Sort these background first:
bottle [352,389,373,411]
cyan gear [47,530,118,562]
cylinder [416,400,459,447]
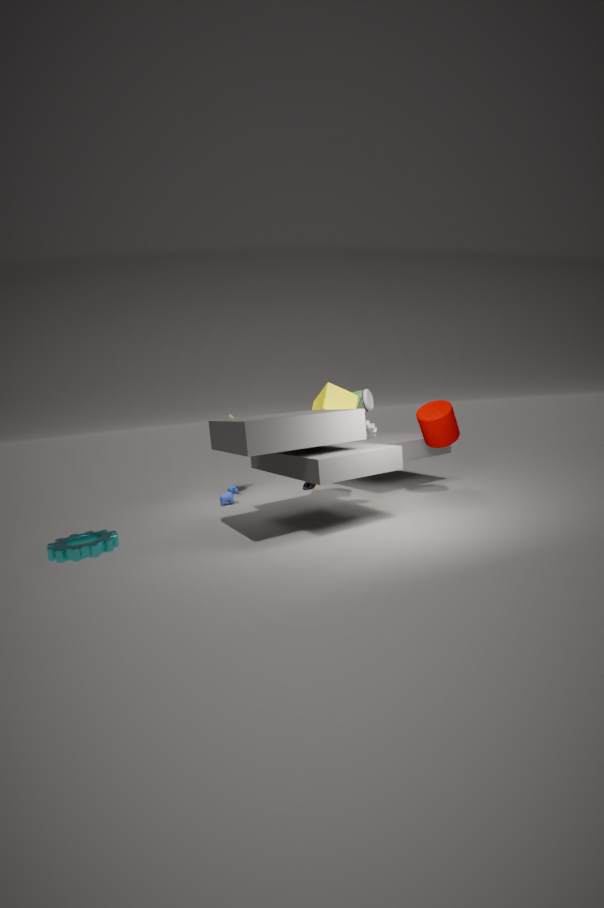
bottle [352,389,373,411], cylinder [416,400,459,447], cyan gear [47,530,118,562]
